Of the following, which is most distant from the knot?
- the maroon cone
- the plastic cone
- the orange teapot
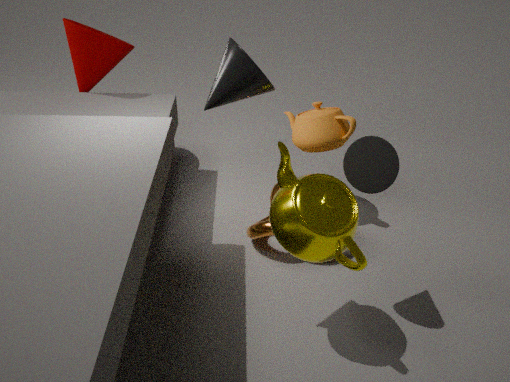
the maroon cone
